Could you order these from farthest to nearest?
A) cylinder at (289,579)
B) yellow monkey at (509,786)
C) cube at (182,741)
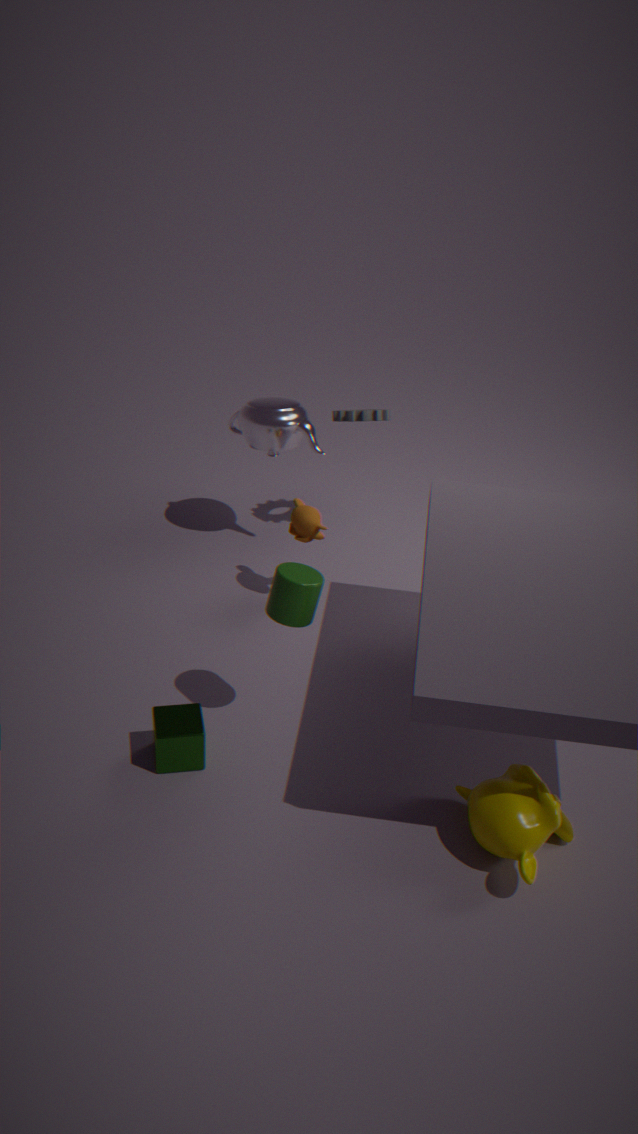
cube at (182,741)
cylinder at (289,579)
yellow monkey at (509,786)
